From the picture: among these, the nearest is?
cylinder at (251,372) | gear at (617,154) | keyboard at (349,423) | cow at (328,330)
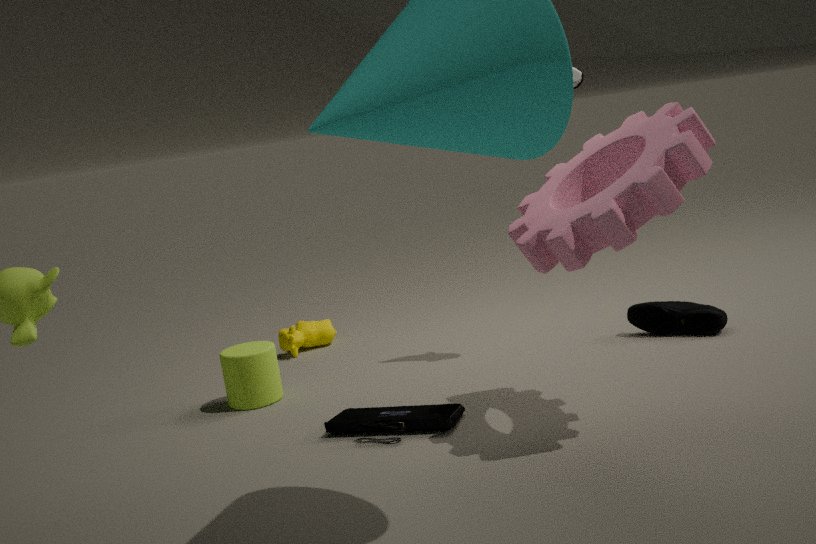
gear at (617,154)
